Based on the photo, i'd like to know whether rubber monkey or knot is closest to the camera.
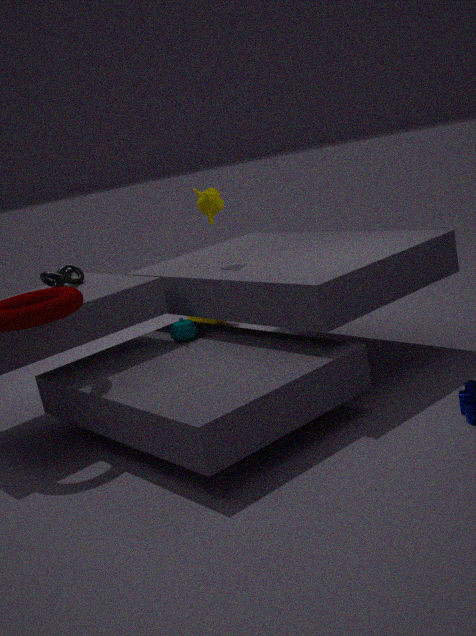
knot
